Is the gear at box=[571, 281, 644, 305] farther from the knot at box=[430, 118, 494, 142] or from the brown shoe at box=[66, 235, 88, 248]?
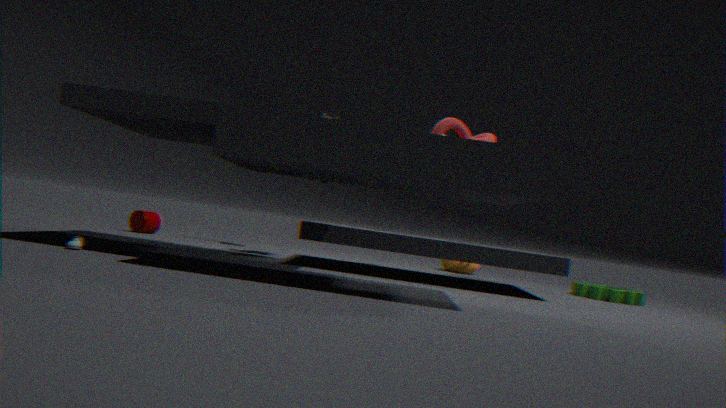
the brown shoe at box=[66, 235, 88, 248]
